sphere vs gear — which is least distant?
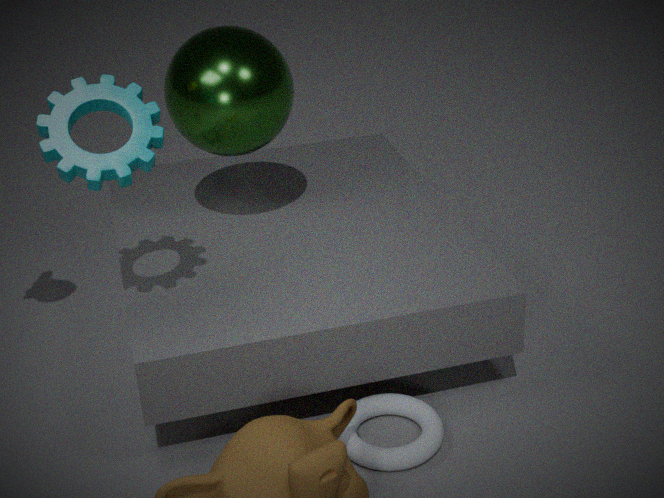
gear
